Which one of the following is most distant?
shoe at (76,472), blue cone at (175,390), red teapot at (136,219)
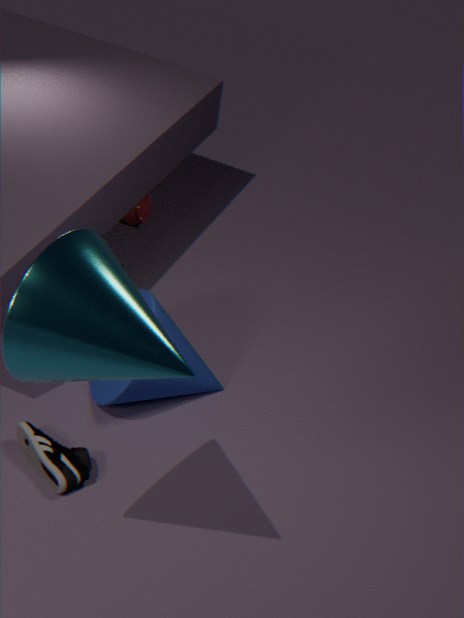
red teapot at (136,219)
